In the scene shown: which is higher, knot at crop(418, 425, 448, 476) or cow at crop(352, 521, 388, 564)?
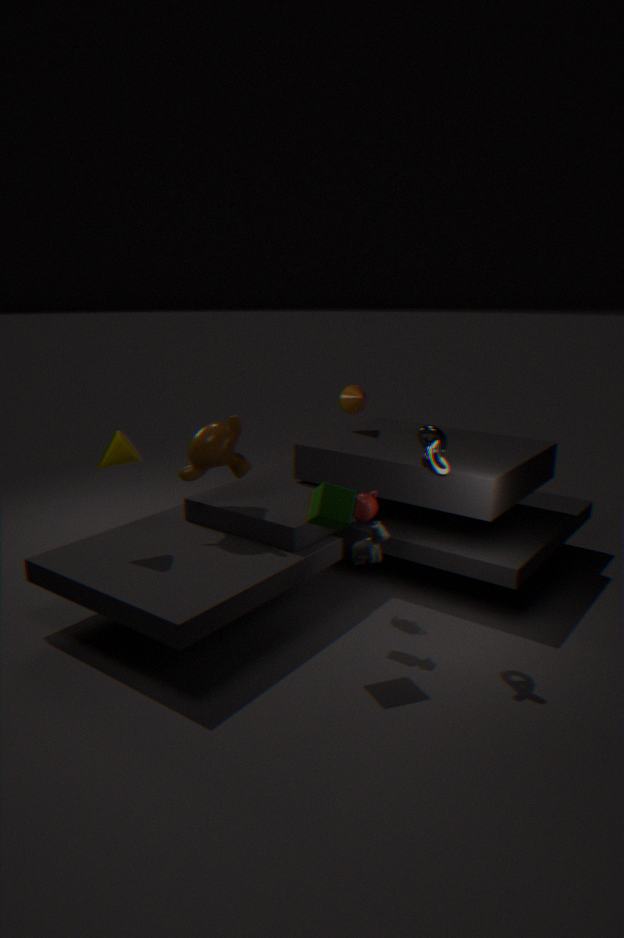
knot at crop(418, 425, 448, 476)
